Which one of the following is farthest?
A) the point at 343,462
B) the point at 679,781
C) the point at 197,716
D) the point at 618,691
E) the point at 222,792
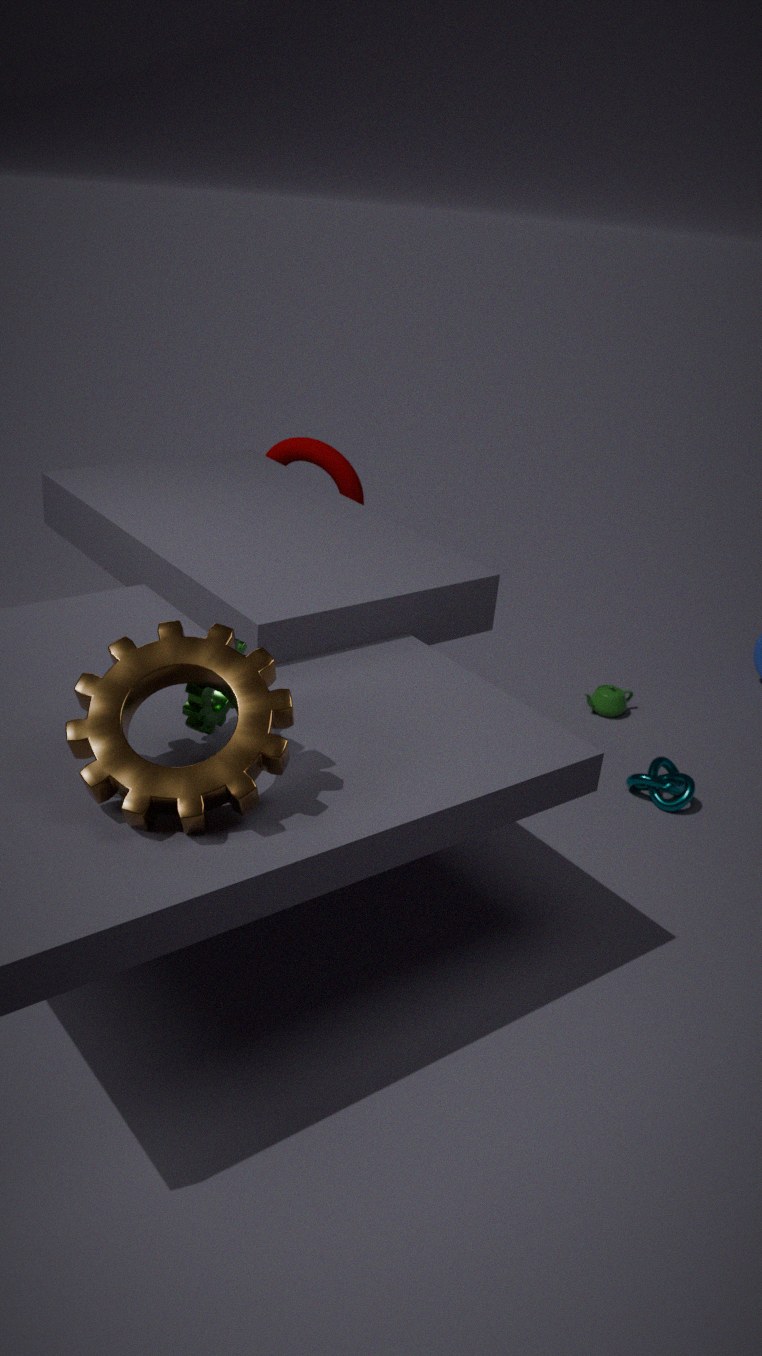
the point at 343,462
